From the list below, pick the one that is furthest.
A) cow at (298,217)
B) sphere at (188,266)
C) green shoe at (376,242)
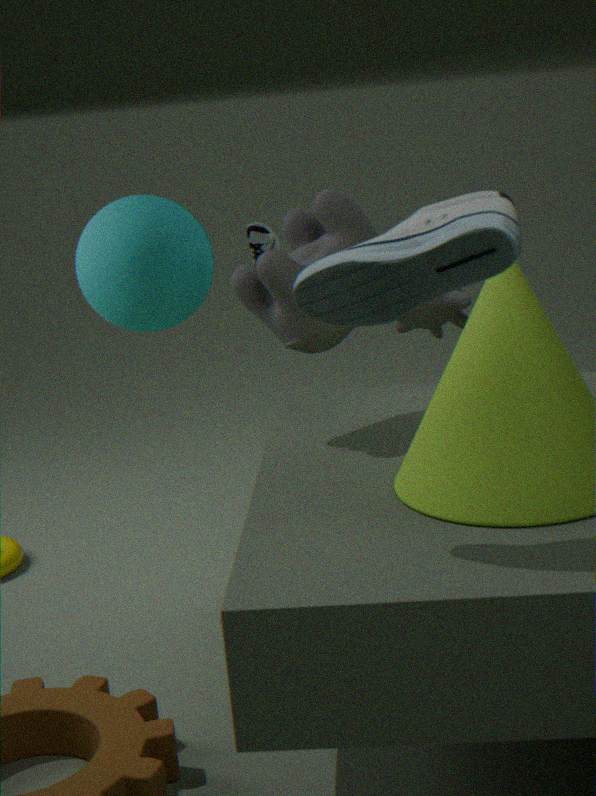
sphere at (188,266)
